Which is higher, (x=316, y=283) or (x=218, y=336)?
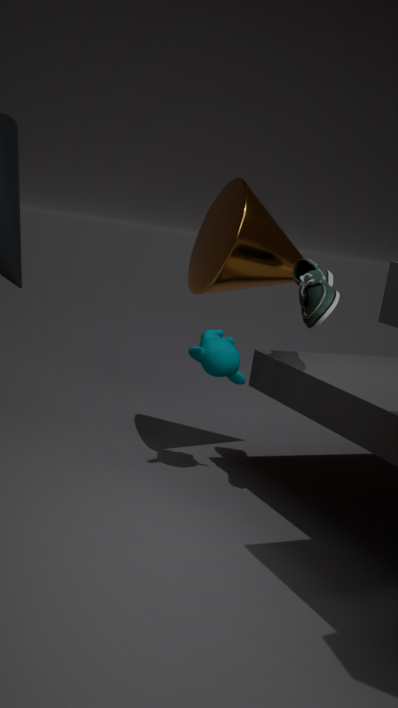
(x=316, y=283)
